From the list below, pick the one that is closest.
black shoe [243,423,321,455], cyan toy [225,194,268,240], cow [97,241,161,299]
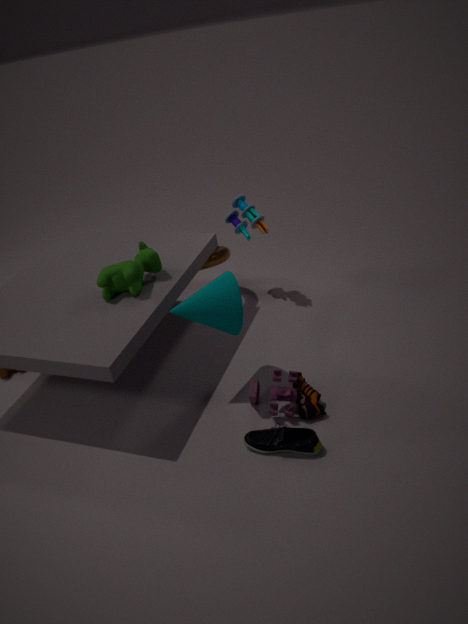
black shoe [243,423,321,455]
